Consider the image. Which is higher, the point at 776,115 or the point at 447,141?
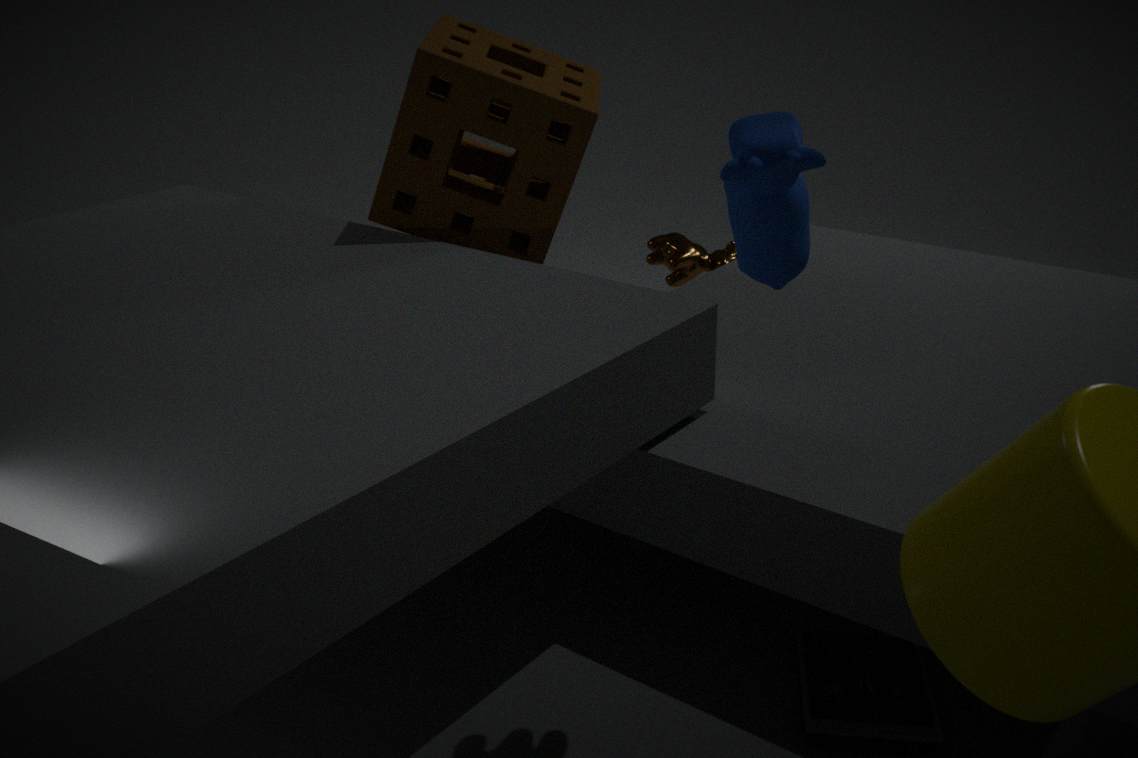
the point at 776,115
